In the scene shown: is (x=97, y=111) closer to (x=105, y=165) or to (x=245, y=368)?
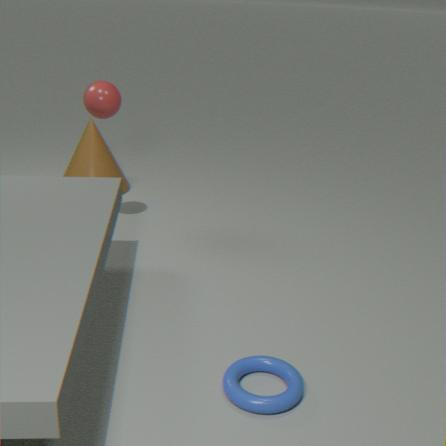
(x=105, y=165)
